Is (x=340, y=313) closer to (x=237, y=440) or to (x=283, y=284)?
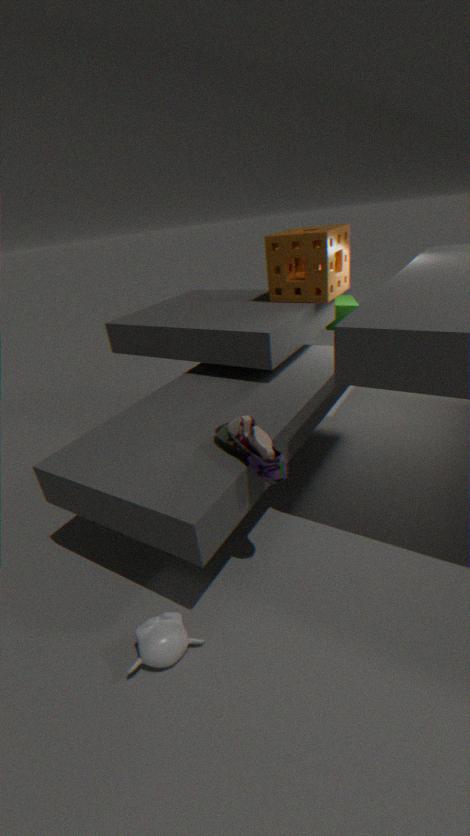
(x=283, y=284)
